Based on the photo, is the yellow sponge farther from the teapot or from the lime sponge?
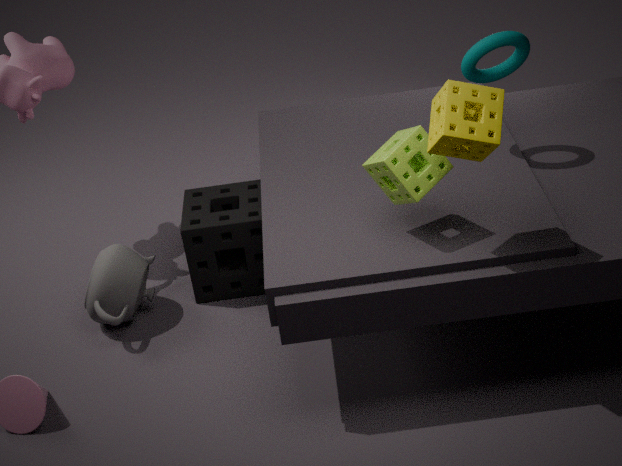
the teapot
